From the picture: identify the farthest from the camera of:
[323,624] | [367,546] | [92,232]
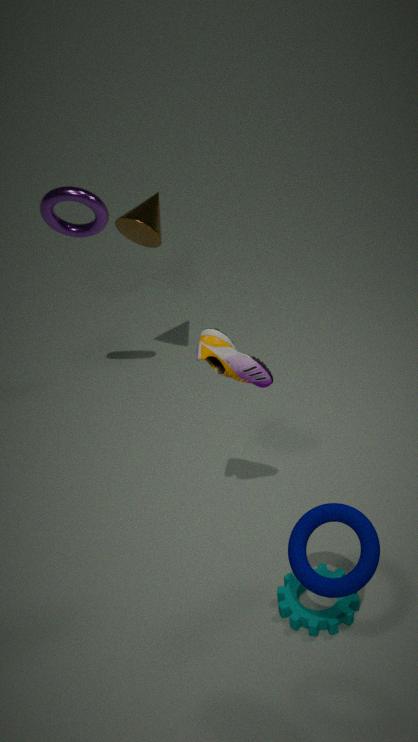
[92,232]
